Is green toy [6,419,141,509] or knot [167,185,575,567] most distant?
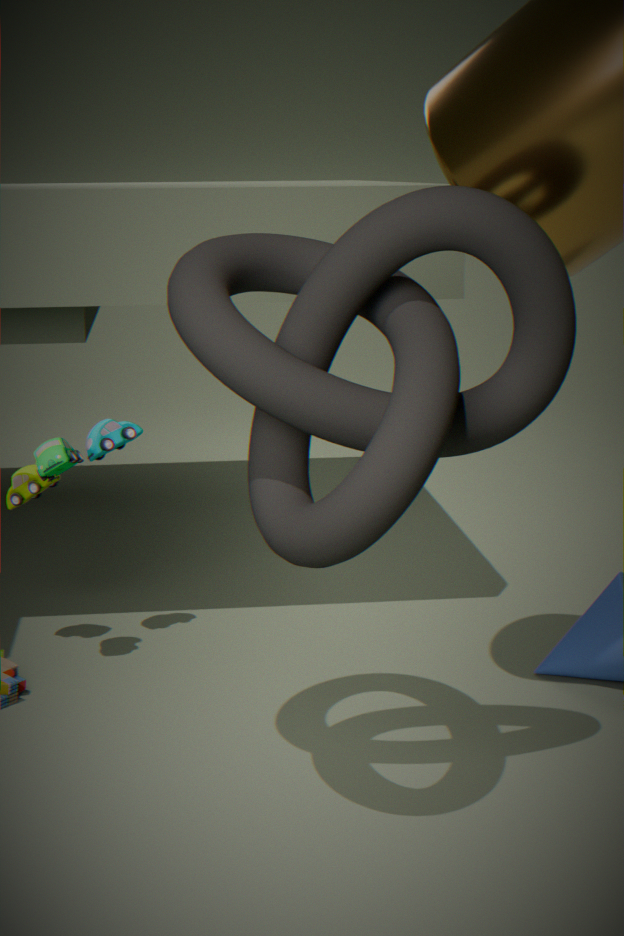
green toy [6,419,141,509]
